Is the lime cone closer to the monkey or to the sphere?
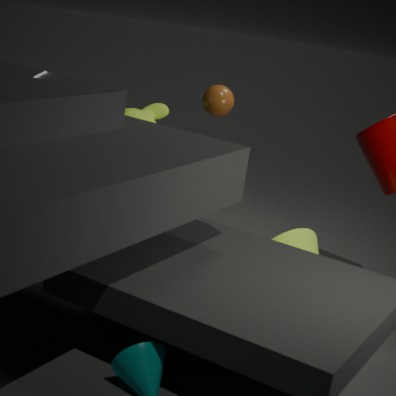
the sphere
